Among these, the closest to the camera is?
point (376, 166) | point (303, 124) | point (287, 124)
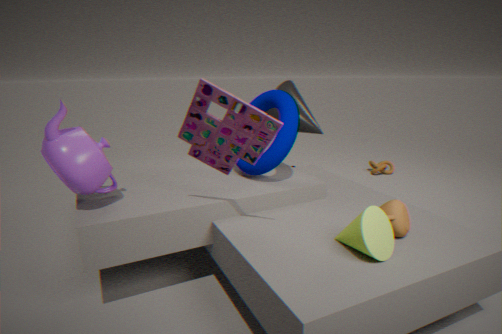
point (287, 124)
